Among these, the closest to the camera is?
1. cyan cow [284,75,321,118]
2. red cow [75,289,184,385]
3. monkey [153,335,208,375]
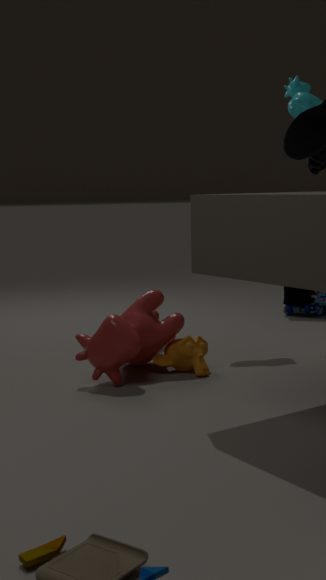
red cow [75,289,184,385]
